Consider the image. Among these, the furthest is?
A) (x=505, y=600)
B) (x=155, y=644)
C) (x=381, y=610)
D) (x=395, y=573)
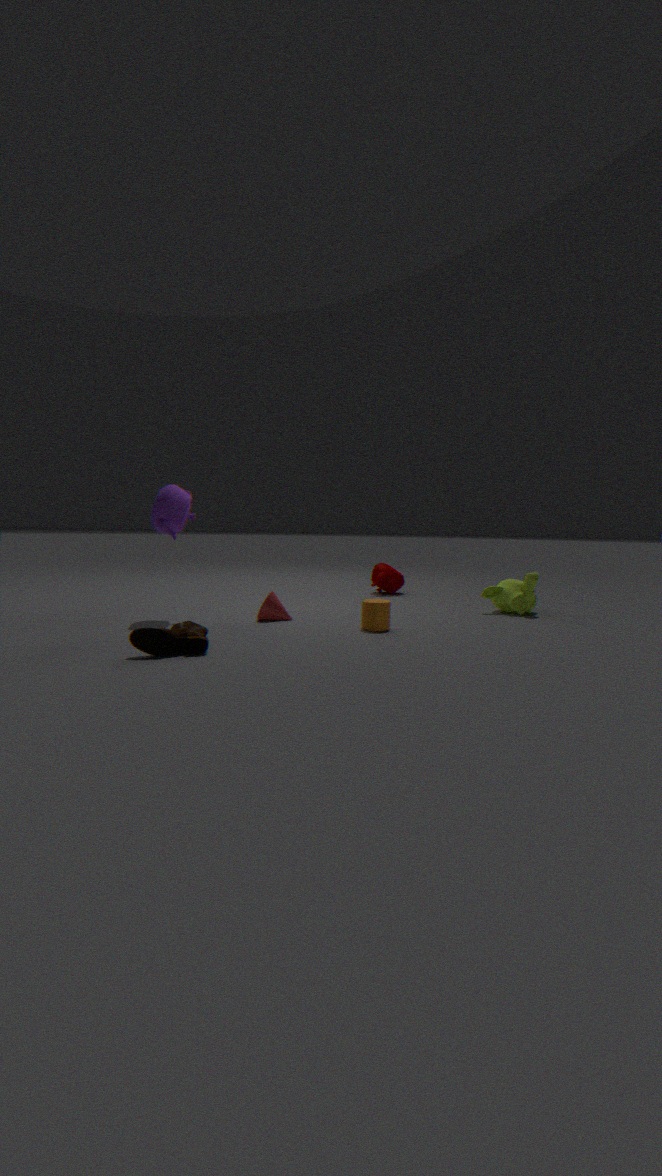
D. (x=395, y=573)
